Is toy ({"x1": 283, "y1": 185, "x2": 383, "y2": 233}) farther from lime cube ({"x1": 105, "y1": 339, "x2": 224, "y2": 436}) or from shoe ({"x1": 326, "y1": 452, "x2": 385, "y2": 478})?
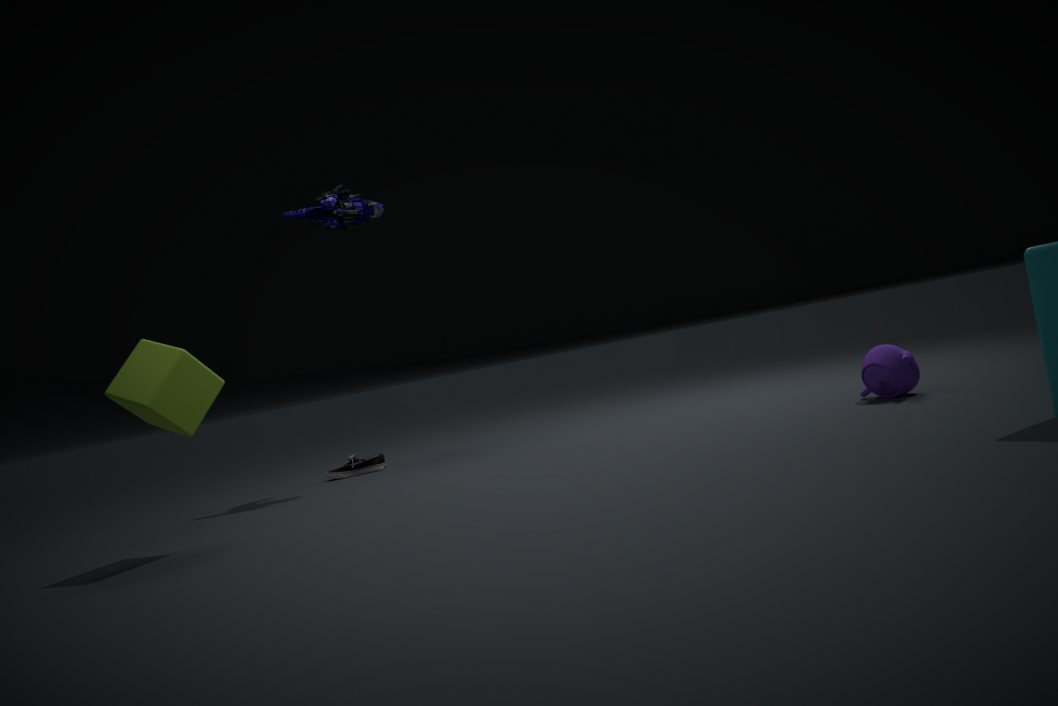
shoe ({"x1": 326, "y1": 452, "x2": 385, "y2": 478})
